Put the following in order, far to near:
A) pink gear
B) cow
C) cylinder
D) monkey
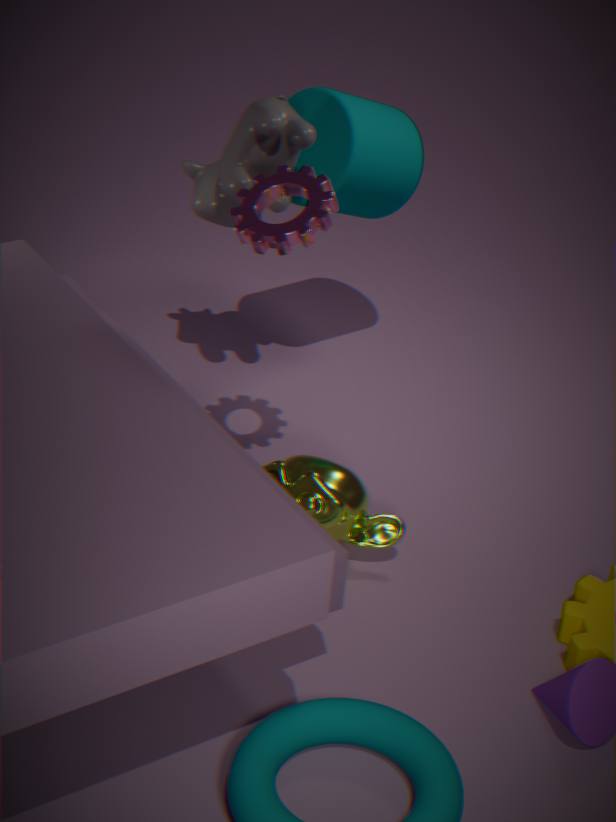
cylinder
cow
monkey
pink gear
